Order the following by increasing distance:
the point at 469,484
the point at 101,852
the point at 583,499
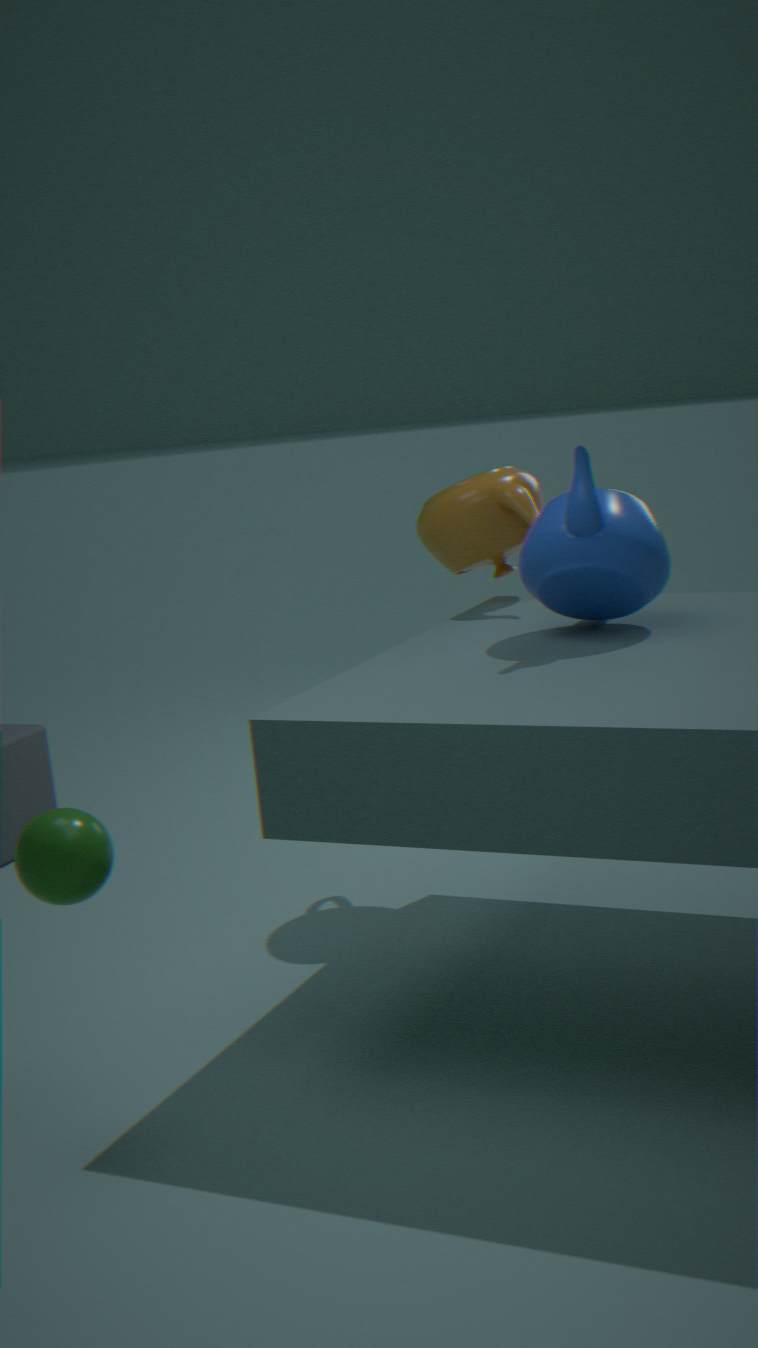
1. the point at 101,852
2. the point at 583,499
3. the point at 469,484
